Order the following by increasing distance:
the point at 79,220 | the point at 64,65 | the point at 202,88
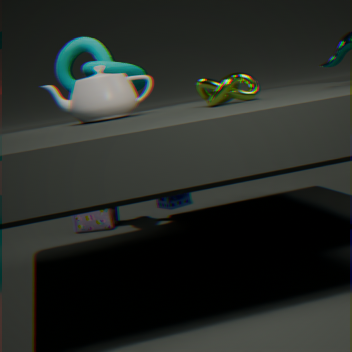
the point at 202,88 → the point at 64,65 → the point at 79,220
